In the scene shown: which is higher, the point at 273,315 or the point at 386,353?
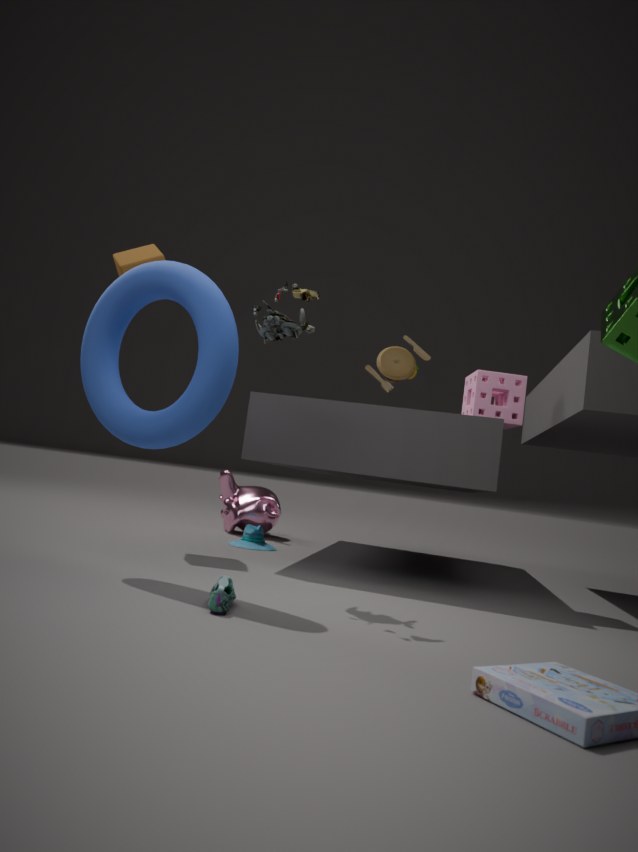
the point at 386,353
